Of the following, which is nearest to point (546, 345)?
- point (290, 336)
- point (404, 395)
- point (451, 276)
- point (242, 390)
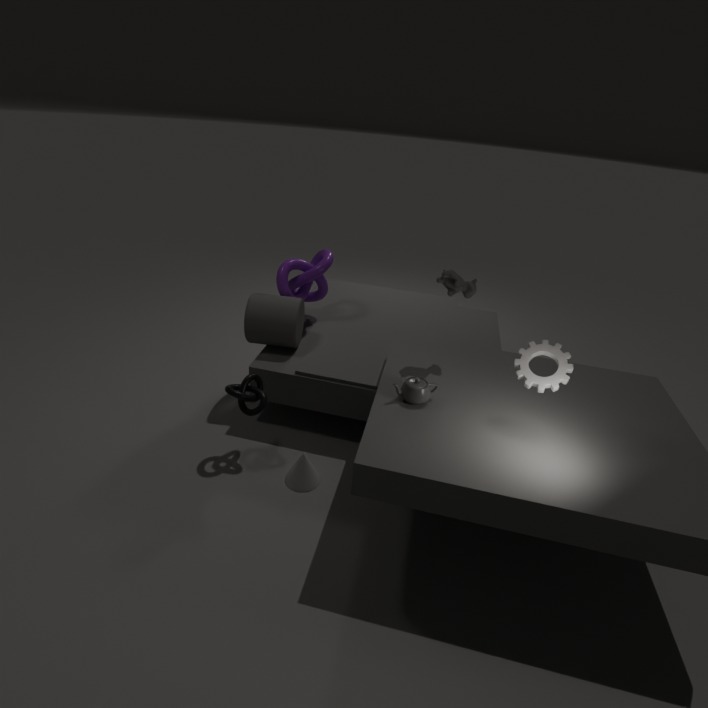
point (404, 395)
